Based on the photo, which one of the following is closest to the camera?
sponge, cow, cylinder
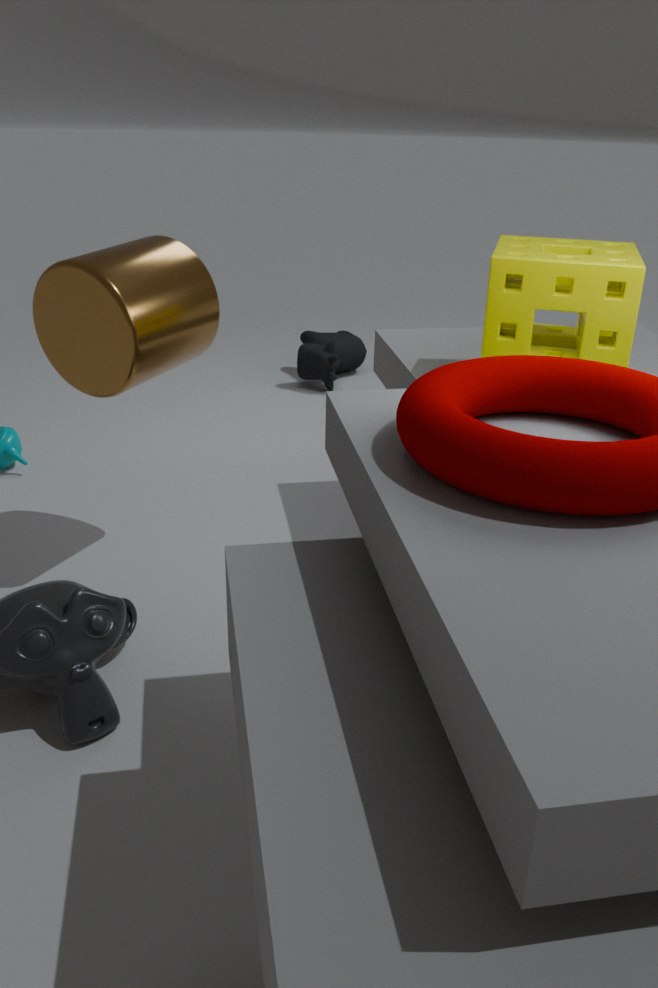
sponge
